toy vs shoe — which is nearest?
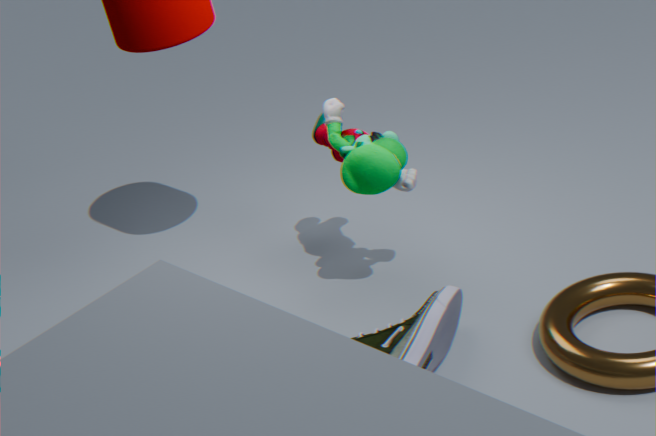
shoe
